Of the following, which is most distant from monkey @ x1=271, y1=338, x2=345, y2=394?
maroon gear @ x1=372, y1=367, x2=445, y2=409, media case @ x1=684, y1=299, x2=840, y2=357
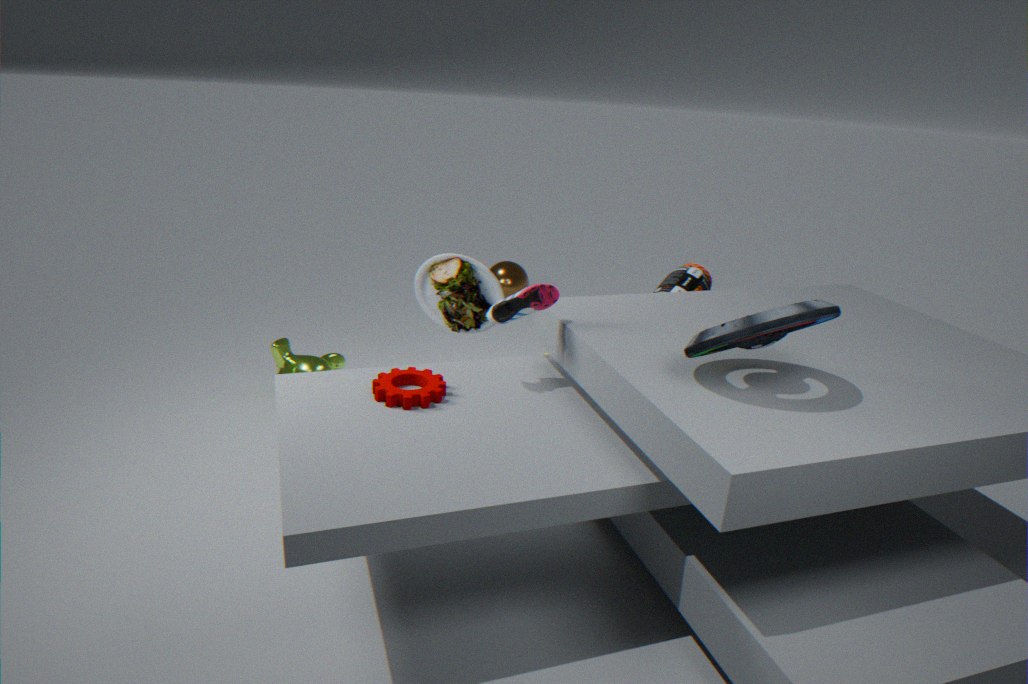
media case @ x1=684, y1=299, x2=840, y2=357
